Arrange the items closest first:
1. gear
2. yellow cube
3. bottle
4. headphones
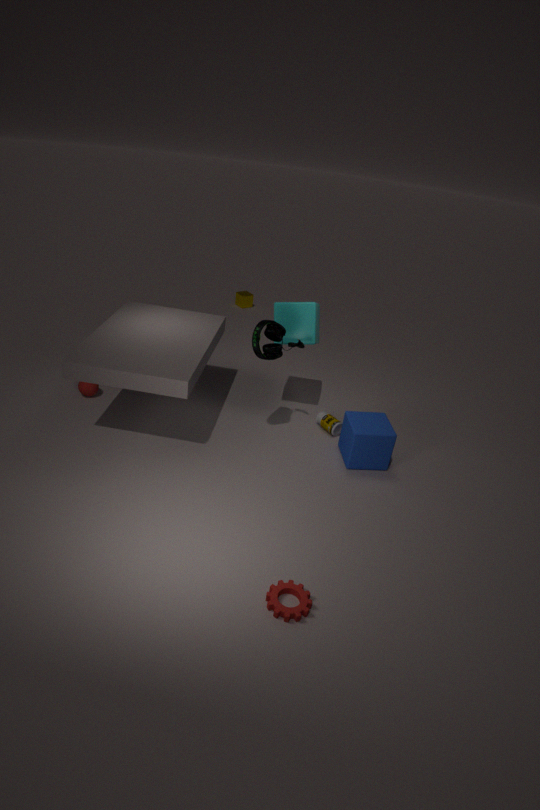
gear, headphones, bottle, yellow cube
